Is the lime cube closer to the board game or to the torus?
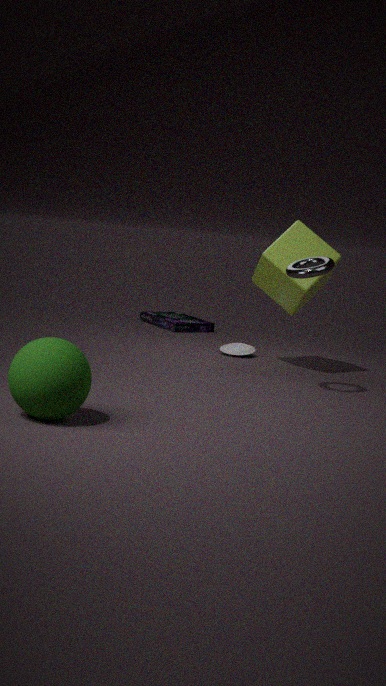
the torus
